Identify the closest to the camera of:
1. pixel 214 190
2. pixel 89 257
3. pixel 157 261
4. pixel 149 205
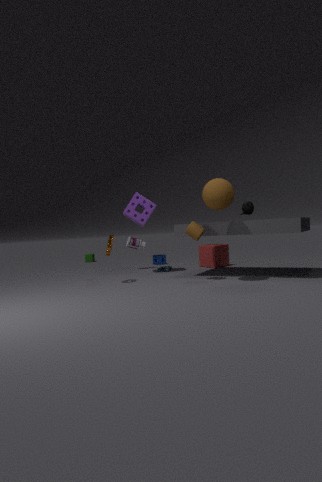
pixel 214 190
